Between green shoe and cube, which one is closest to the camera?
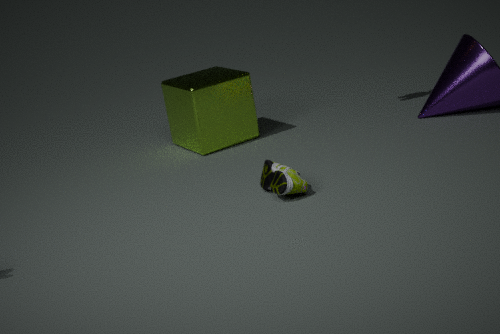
green shoe
